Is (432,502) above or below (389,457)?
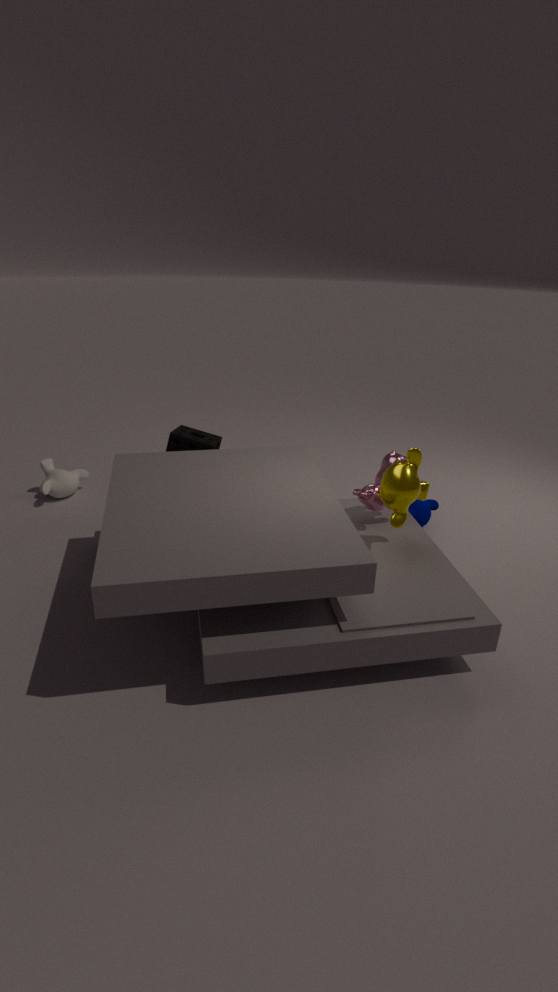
below
